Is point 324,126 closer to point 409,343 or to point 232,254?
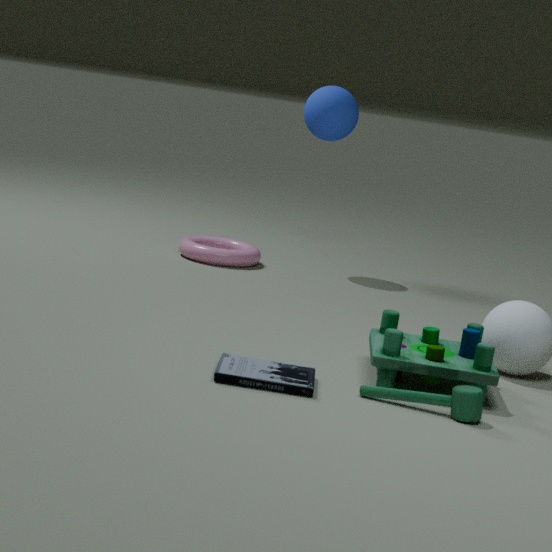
point 232,254
